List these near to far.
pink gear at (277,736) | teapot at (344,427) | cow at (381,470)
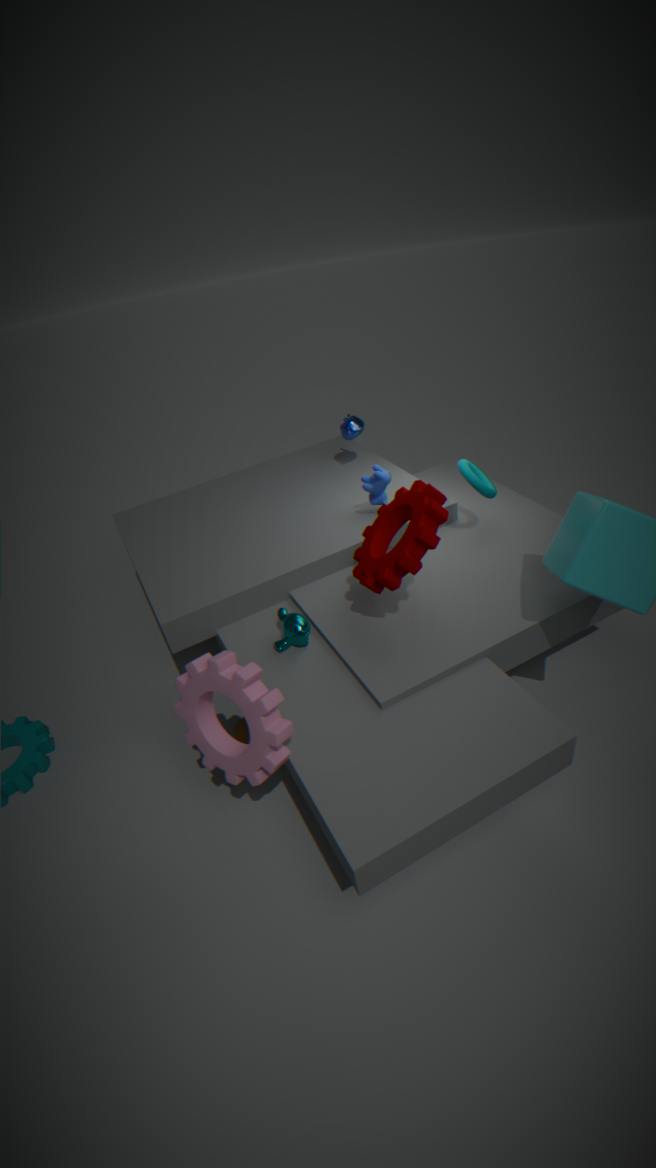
1. pink gear at (277,736)
2. cow at (381,470)
3. teapot at (344,427)
